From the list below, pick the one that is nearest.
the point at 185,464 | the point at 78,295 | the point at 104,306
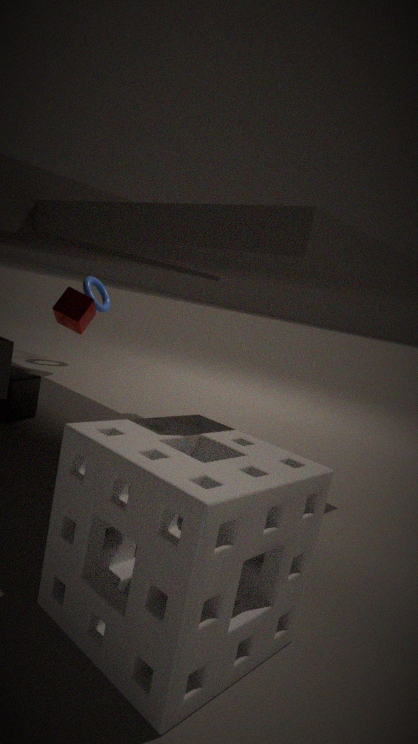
the point at 185,464
